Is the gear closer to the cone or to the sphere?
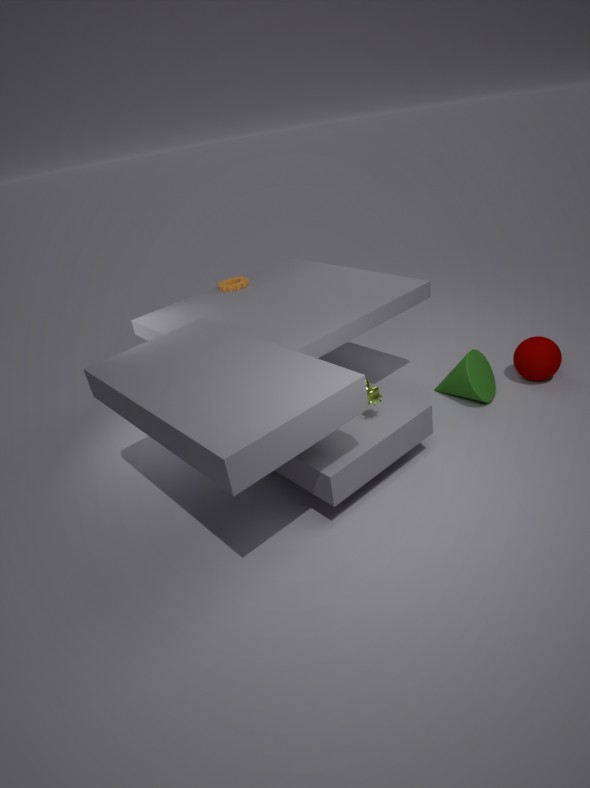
the cone
